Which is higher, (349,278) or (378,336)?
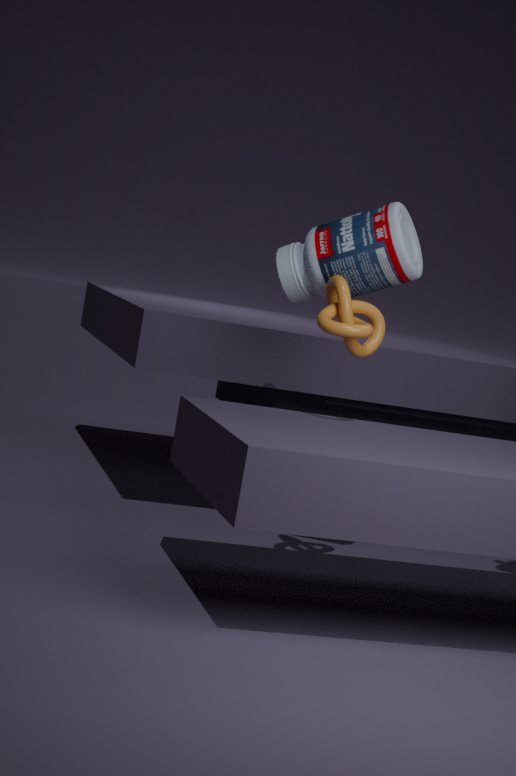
(349,278)
